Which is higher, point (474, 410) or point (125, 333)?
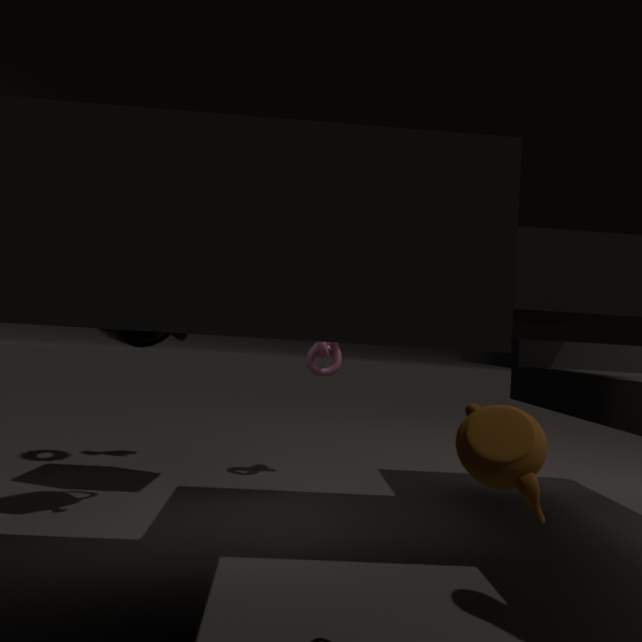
point (125, 333)
